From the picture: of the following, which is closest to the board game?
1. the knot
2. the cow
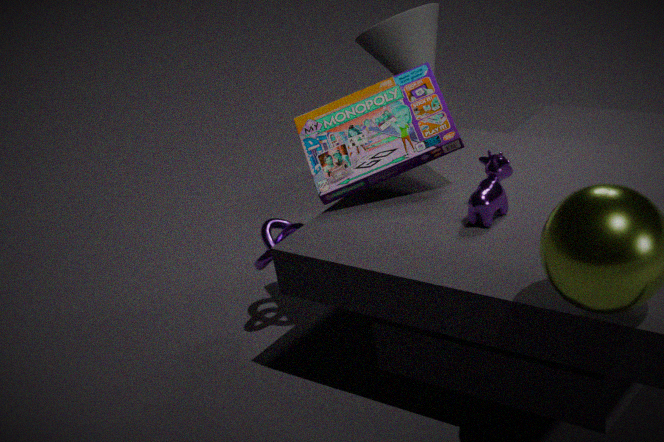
the cow
